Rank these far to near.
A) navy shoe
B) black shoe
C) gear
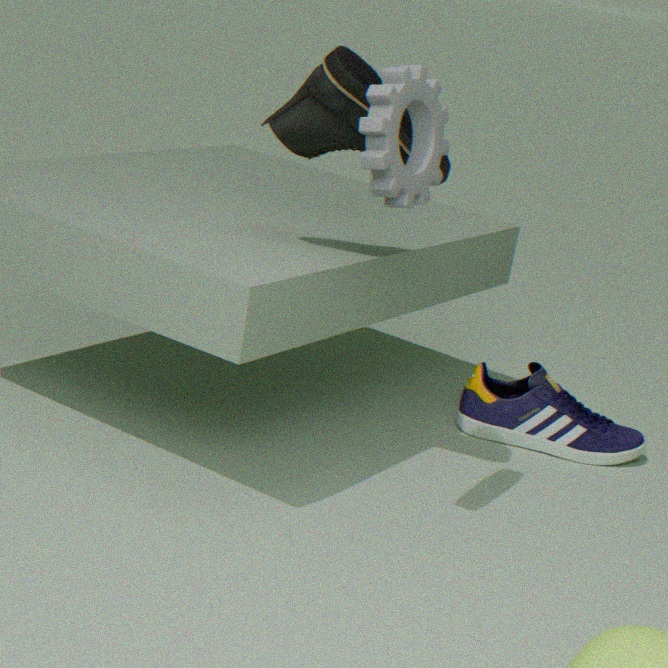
navy shoe
black shoe
gear
